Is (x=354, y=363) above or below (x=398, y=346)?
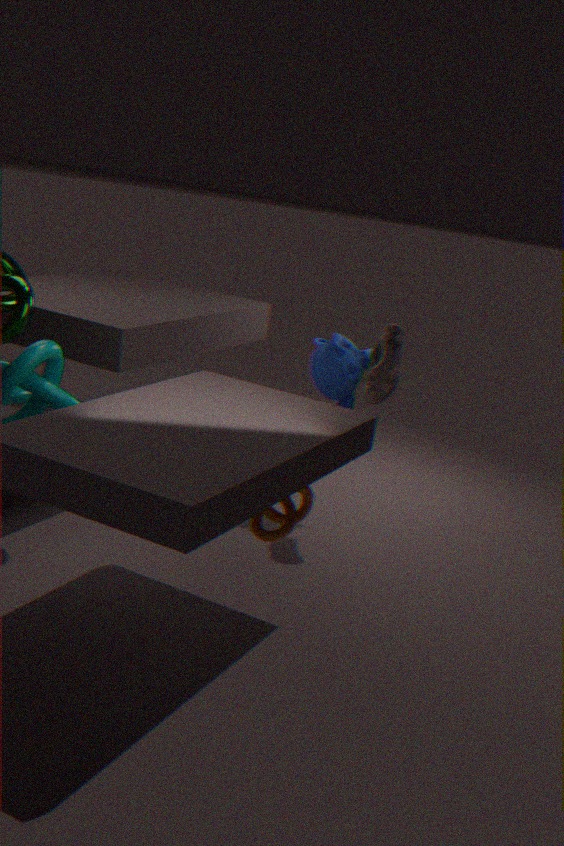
below
